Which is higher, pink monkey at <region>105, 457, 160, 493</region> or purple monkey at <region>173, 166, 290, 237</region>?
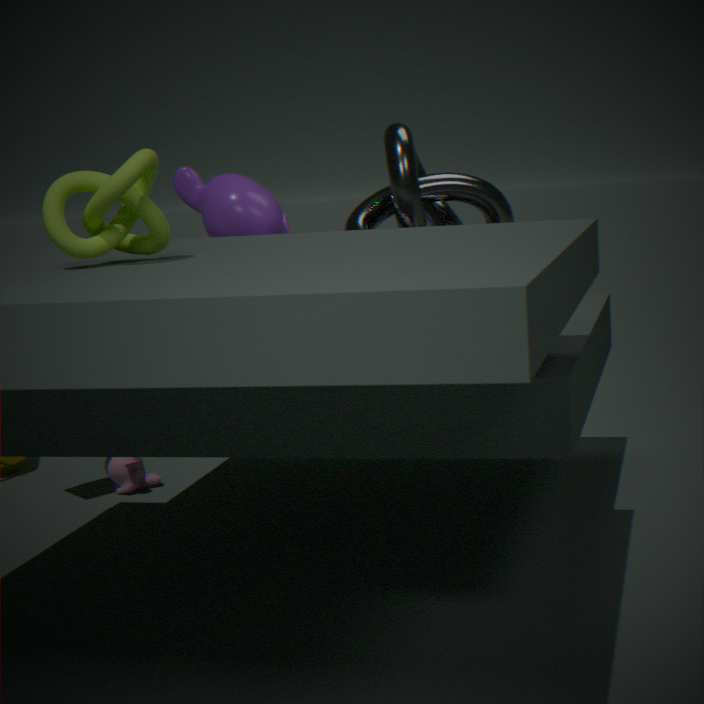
purple monkey at <region>173, 166, 290, 237</region>
